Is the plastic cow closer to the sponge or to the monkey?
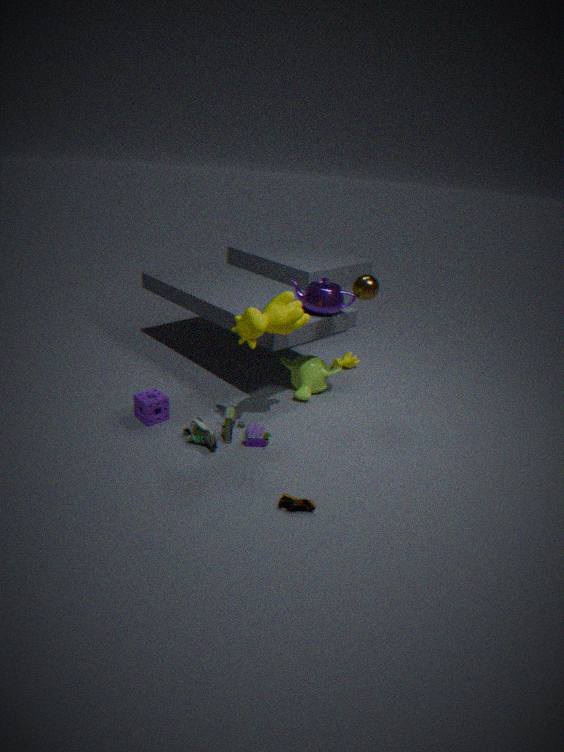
the monkey
